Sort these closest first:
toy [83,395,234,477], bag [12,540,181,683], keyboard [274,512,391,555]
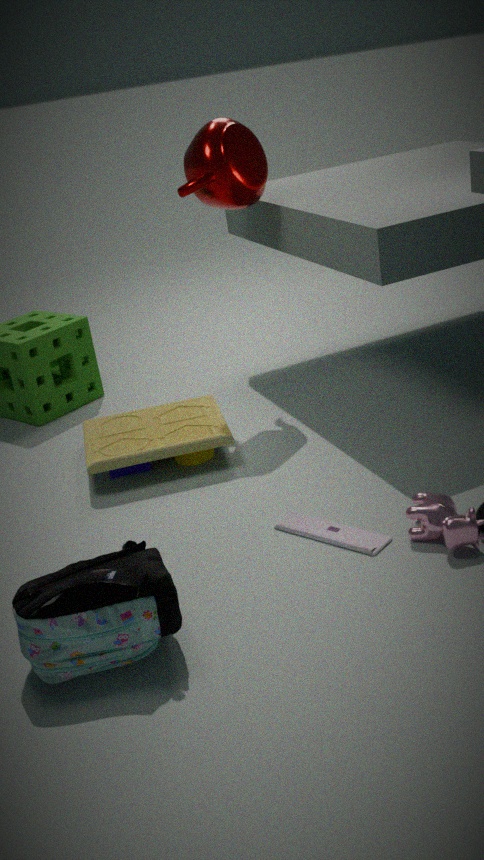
bag [12,540,181,683] → keyboard [274,512,391,555] → toy [83,395,234,477]
